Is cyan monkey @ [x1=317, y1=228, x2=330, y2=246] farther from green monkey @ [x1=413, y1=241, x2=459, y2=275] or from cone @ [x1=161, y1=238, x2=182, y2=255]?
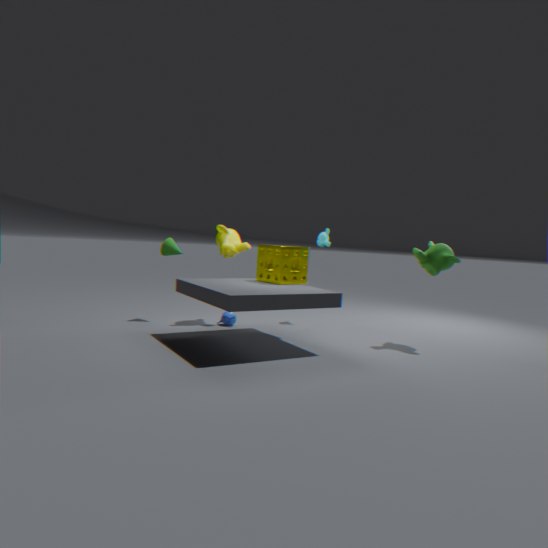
cone @ [x1=161, y1=238, x2=182, y2=255]
